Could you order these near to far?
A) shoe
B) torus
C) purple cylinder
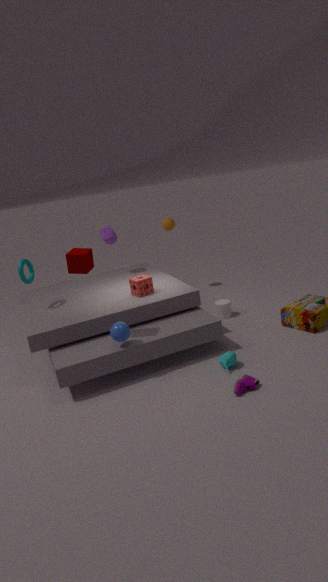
shoe < torus < purple cylinder
